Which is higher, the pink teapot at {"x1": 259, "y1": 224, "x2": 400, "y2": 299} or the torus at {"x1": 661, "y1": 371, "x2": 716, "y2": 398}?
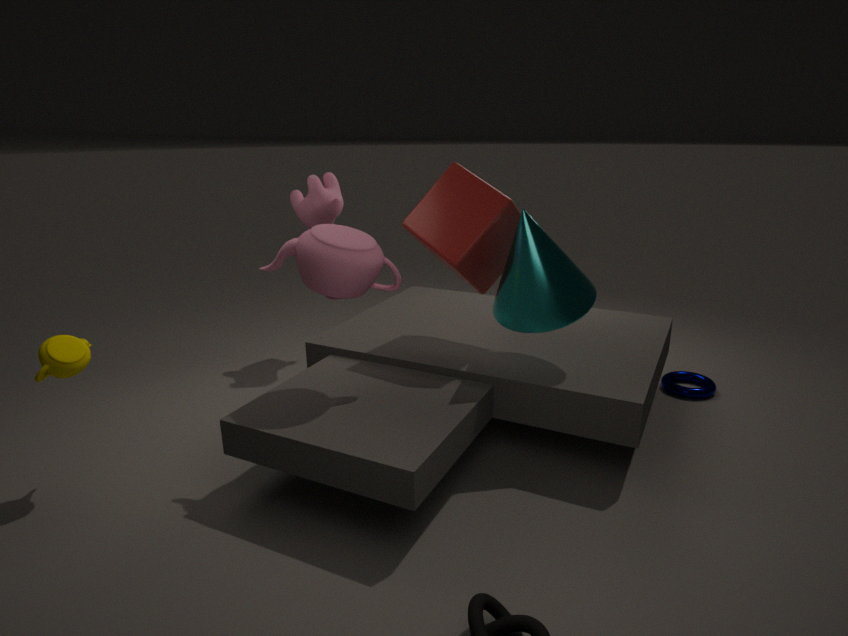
the pink teapot at {"x1": 259, "y1": 224, "x2": 400, "y2": 299}
